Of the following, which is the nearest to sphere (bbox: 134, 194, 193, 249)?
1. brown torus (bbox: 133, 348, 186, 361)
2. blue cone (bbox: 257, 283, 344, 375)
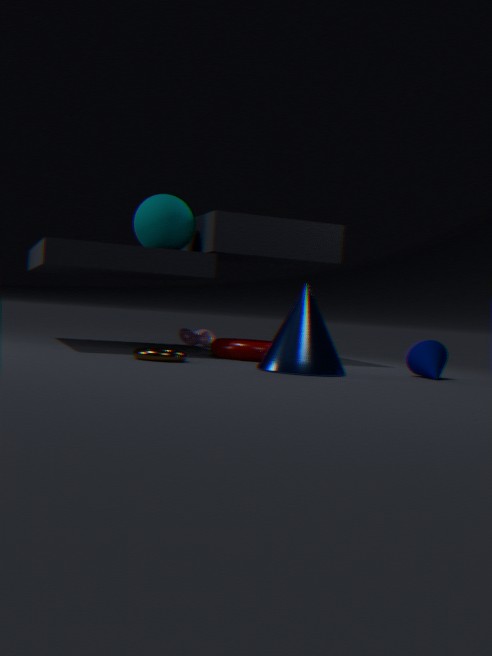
brown torus (bbox: 133, 348, 186, 361)
